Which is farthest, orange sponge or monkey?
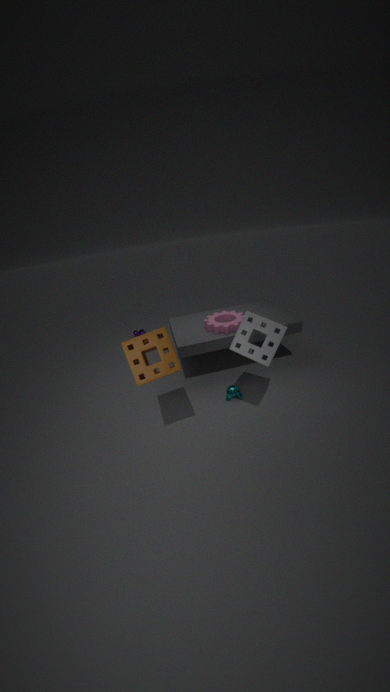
monkey
